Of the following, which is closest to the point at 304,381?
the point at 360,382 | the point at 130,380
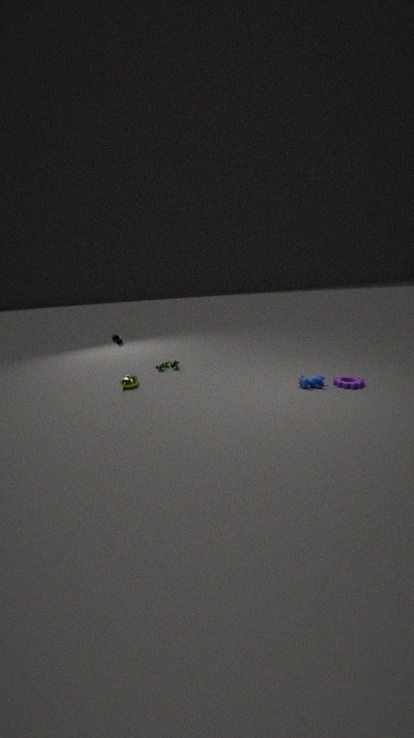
the point at 360,382
